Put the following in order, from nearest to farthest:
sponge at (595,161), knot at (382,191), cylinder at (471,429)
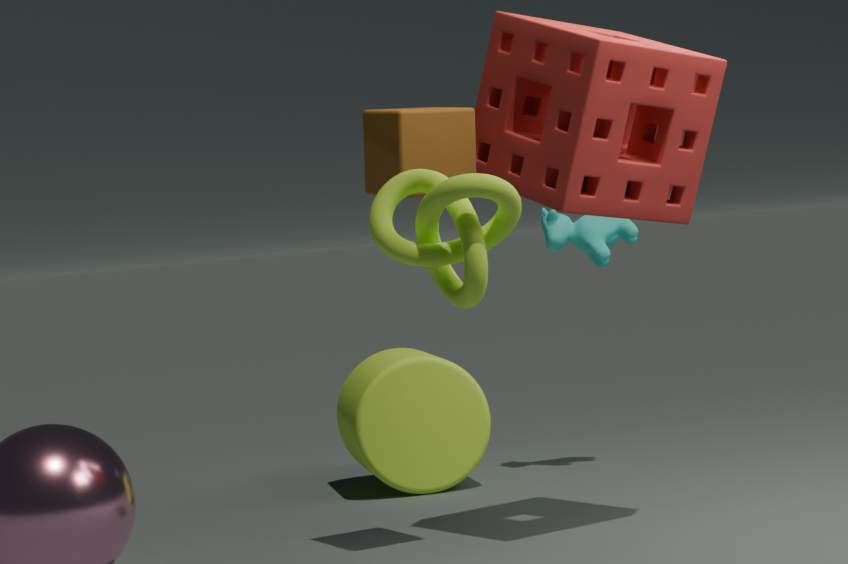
knot at (382,191), sponge at (595,161), cylinder at (471,429)
